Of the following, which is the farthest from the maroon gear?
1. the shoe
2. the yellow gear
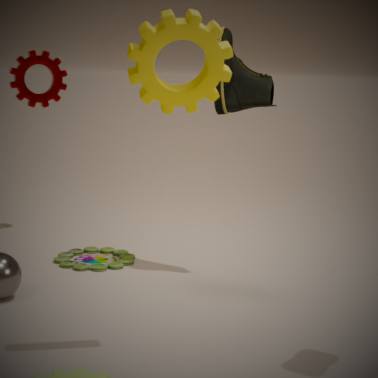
the yellow gear
